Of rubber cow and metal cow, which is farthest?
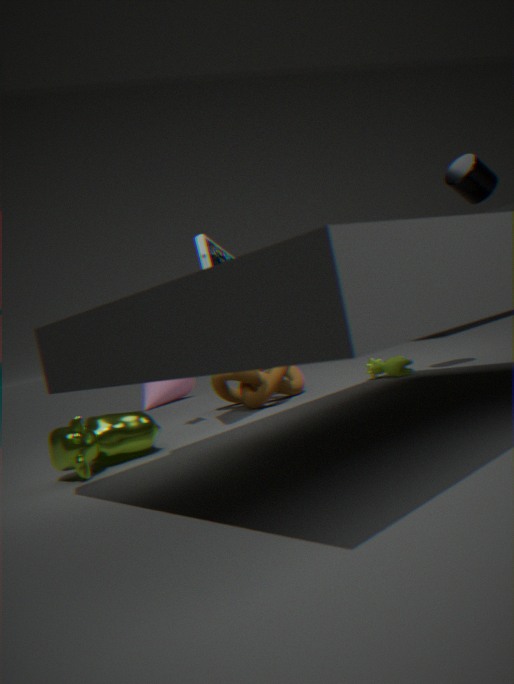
rubber cow
